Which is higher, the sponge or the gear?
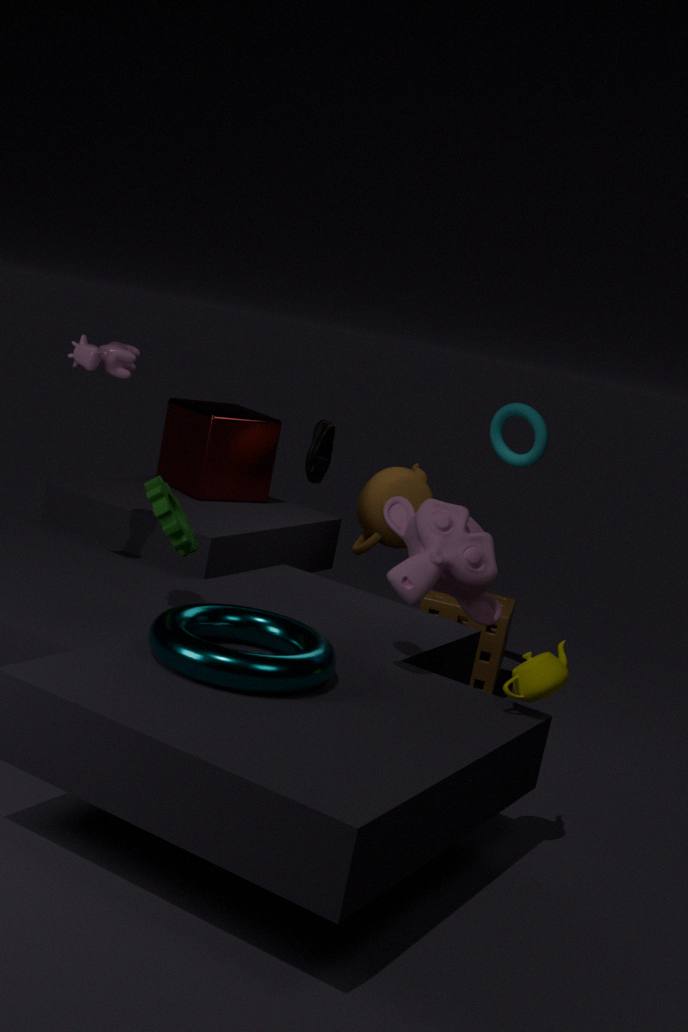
the gear
